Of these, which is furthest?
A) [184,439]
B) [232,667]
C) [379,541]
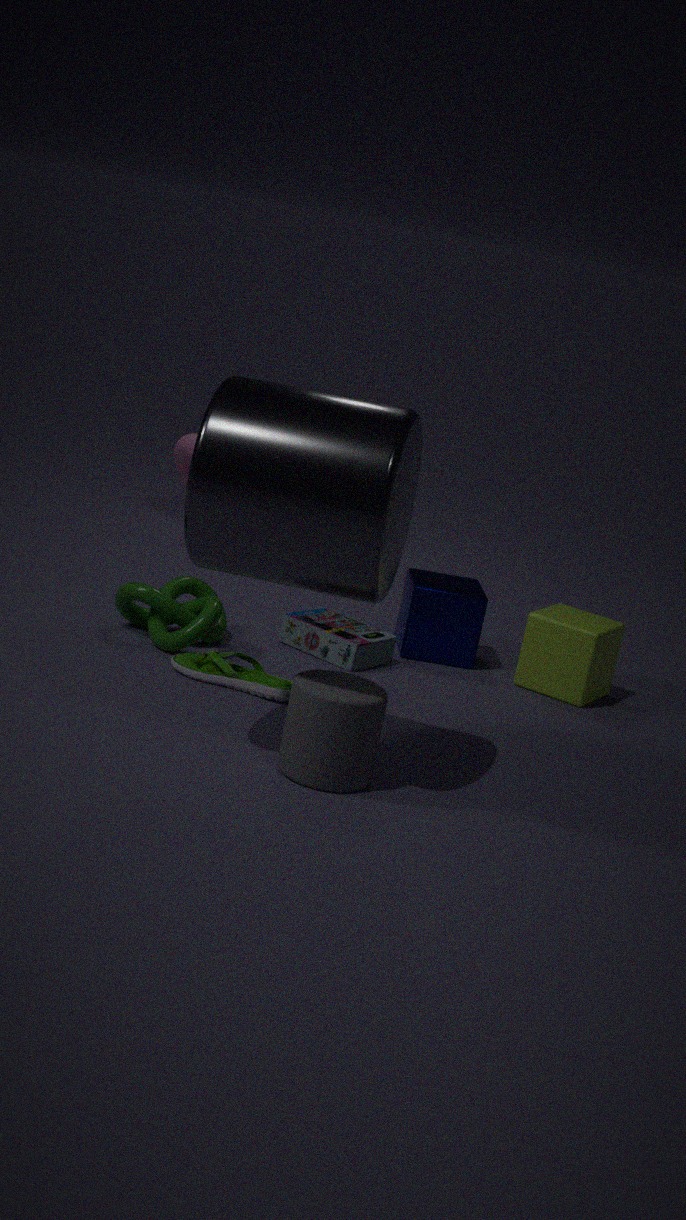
[184,439]
